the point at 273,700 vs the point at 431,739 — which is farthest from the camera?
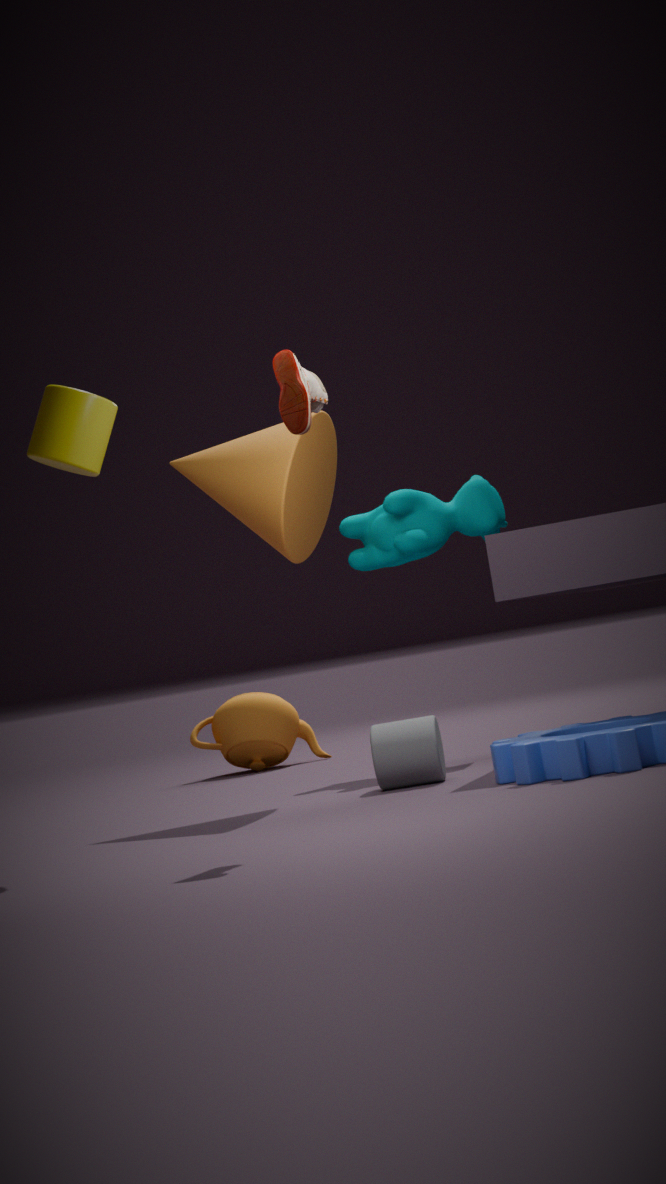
the point at 273,700
